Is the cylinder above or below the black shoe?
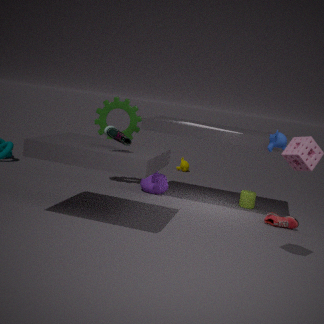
below
